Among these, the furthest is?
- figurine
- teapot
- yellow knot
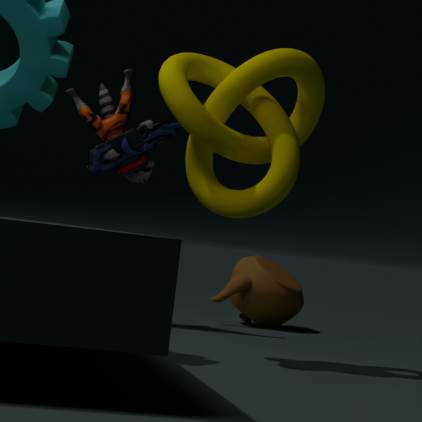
teapot
